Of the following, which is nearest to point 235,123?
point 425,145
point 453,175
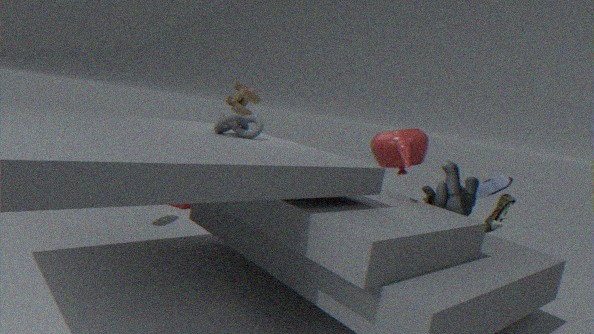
point 425,145
